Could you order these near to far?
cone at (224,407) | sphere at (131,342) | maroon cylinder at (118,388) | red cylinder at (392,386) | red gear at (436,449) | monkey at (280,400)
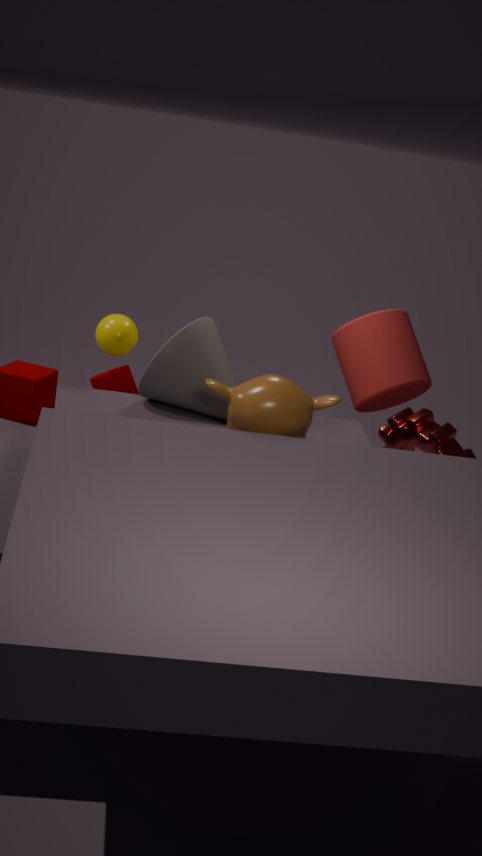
1. monkey at (280,400)
2. cone at (224,407)
3. red gear at (436,449)
4. sphere at (131,342)
5. maroon cylinder at (118,388)
6. red cylinder at (392,386)
